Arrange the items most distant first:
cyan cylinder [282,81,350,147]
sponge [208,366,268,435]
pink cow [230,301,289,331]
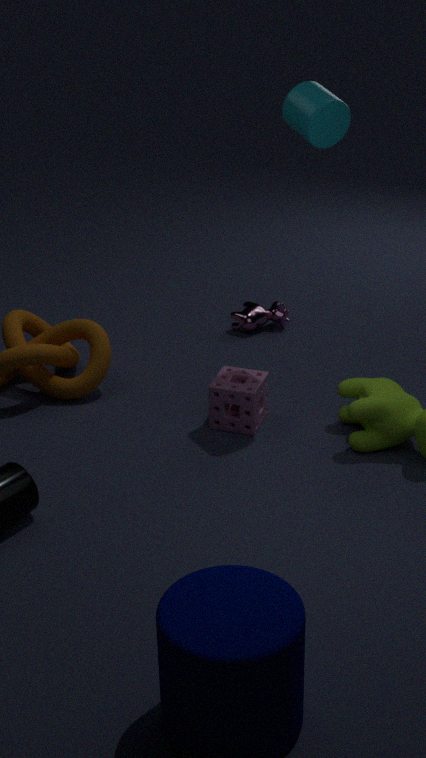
pink cow [230,301,289,331] → sponge [208,366,268,435] → cyan cylinder [282,81,350,147]
